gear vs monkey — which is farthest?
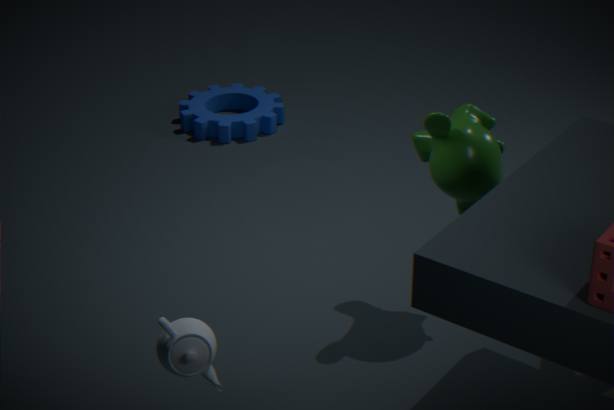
gear
